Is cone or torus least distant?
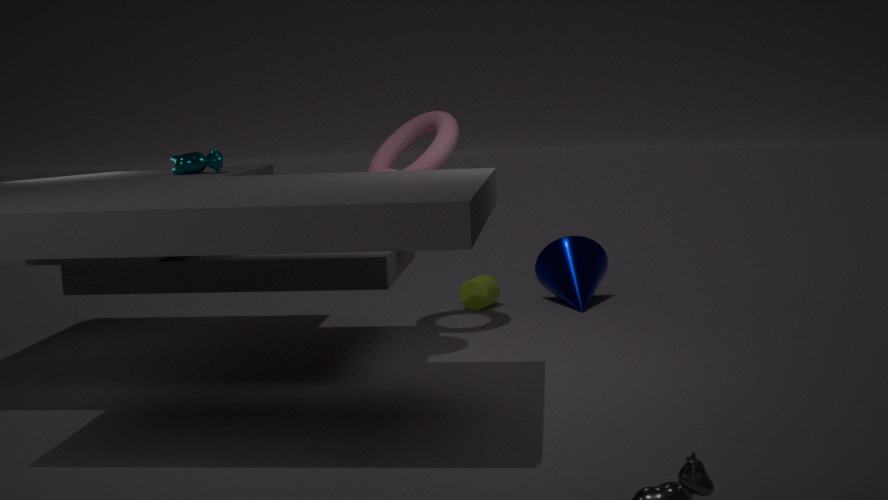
torus
